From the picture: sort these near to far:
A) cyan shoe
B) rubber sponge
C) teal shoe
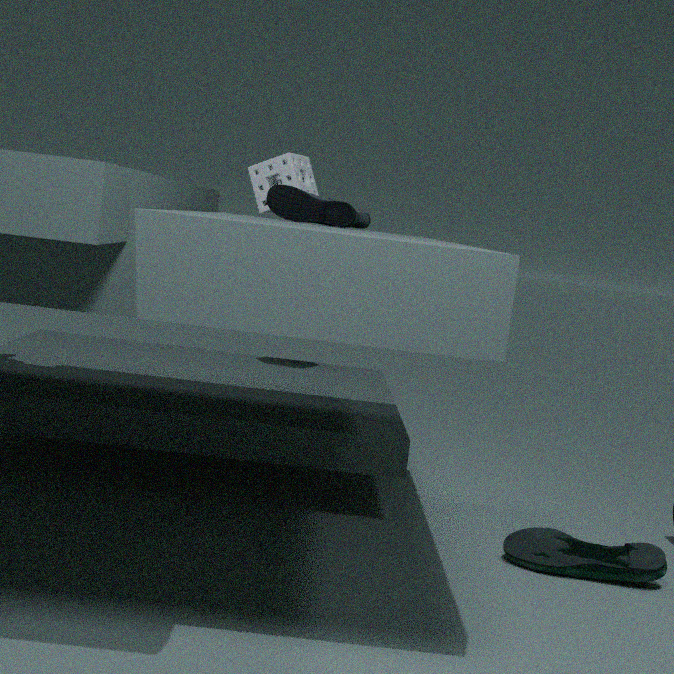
teal shoe → cyan shoe → rubber sponge
